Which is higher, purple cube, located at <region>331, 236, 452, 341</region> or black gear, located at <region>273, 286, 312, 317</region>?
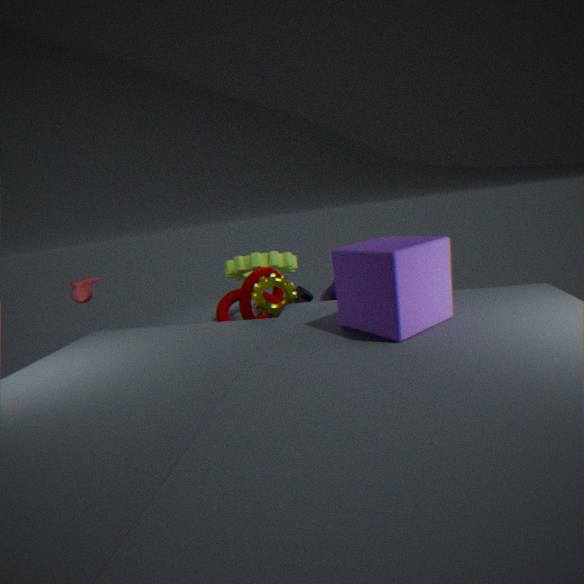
purple cube, located at <region>331, 236, 452, 341</region>
